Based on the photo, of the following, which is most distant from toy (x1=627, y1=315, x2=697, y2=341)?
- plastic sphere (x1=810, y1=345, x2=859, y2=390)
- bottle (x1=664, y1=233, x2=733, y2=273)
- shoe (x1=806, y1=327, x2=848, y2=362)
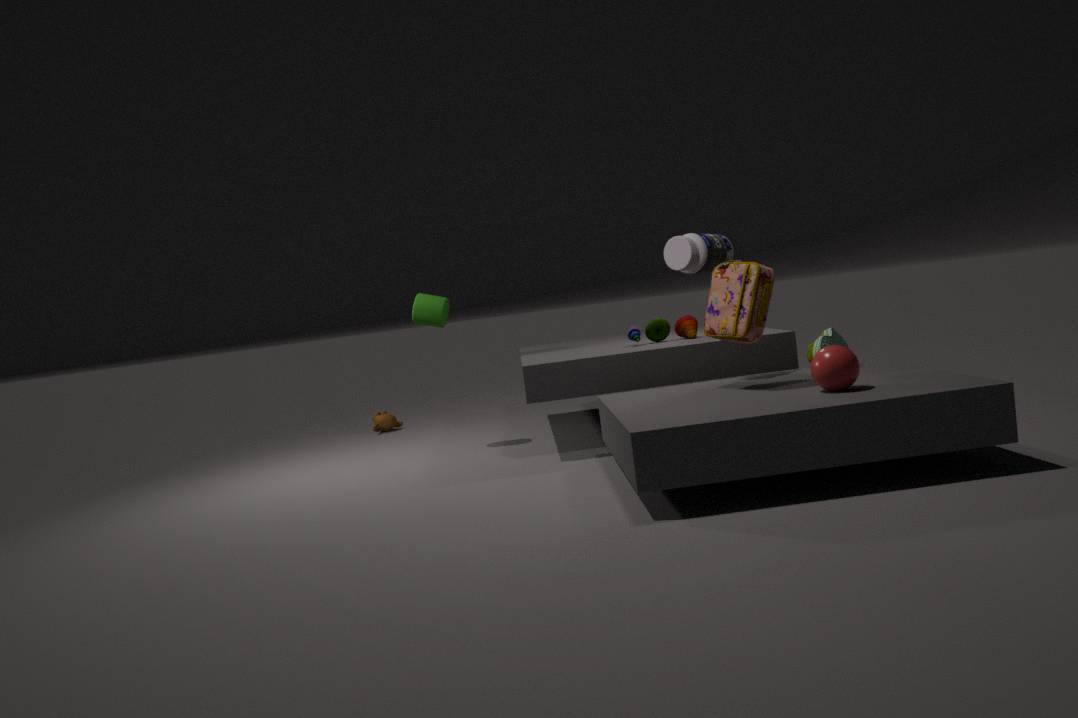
plastic sphere (x1=810, y1=345, x2=859, y2=390)
